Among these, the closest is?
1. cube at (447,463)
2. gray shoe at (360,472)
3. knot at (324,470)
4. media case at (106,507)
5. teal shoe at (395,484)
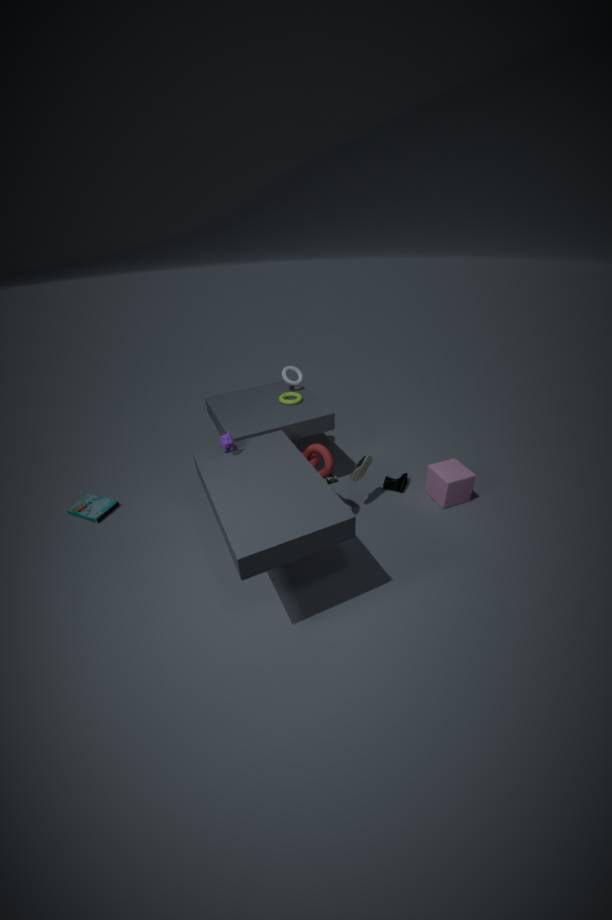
knot at (324,470)
